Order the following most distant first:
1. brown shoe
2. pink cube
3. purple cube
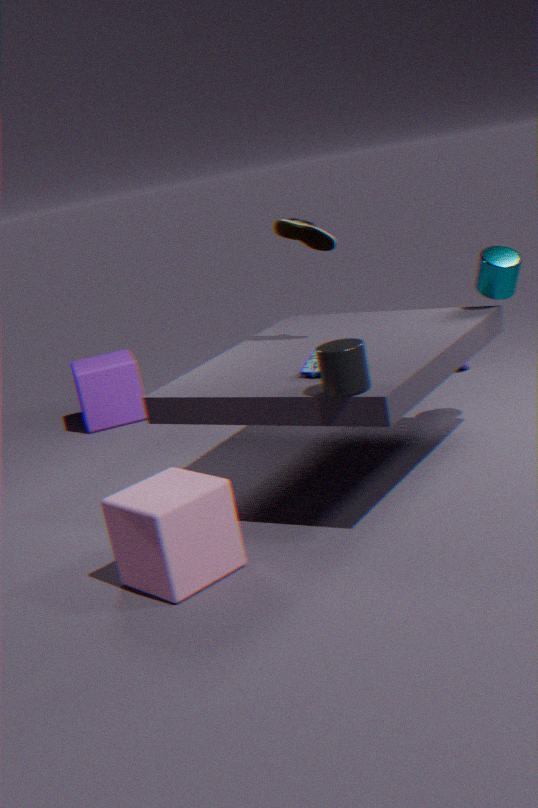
purple cube, brown shoe, pink cube
